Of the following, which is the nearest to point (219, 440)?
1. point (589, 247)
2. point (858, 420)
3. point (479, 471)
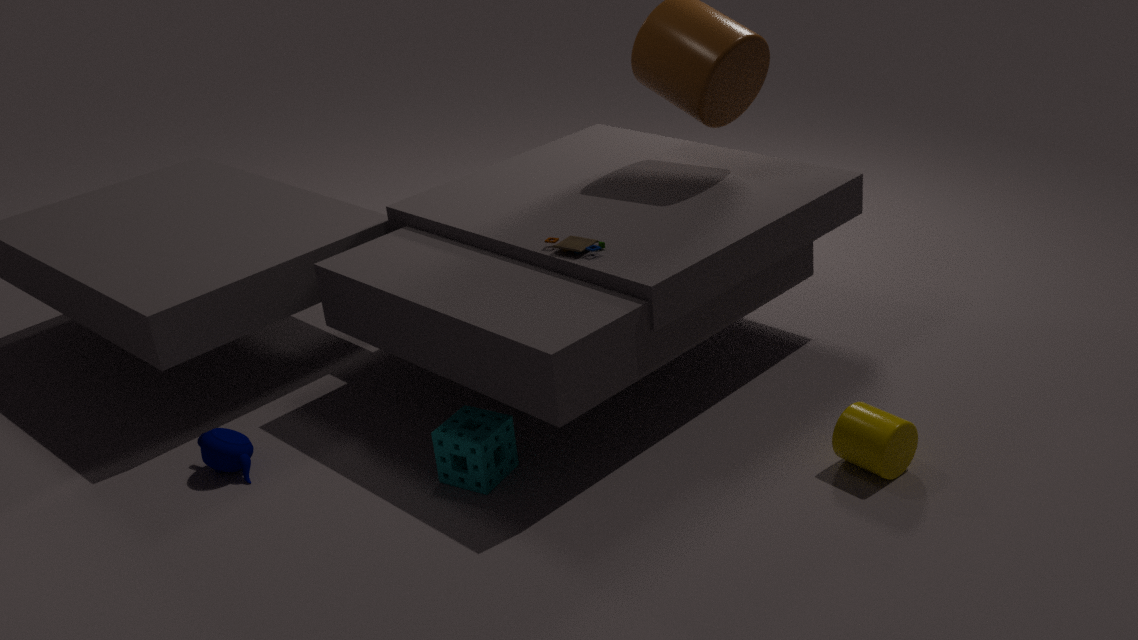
point (479, 471)
